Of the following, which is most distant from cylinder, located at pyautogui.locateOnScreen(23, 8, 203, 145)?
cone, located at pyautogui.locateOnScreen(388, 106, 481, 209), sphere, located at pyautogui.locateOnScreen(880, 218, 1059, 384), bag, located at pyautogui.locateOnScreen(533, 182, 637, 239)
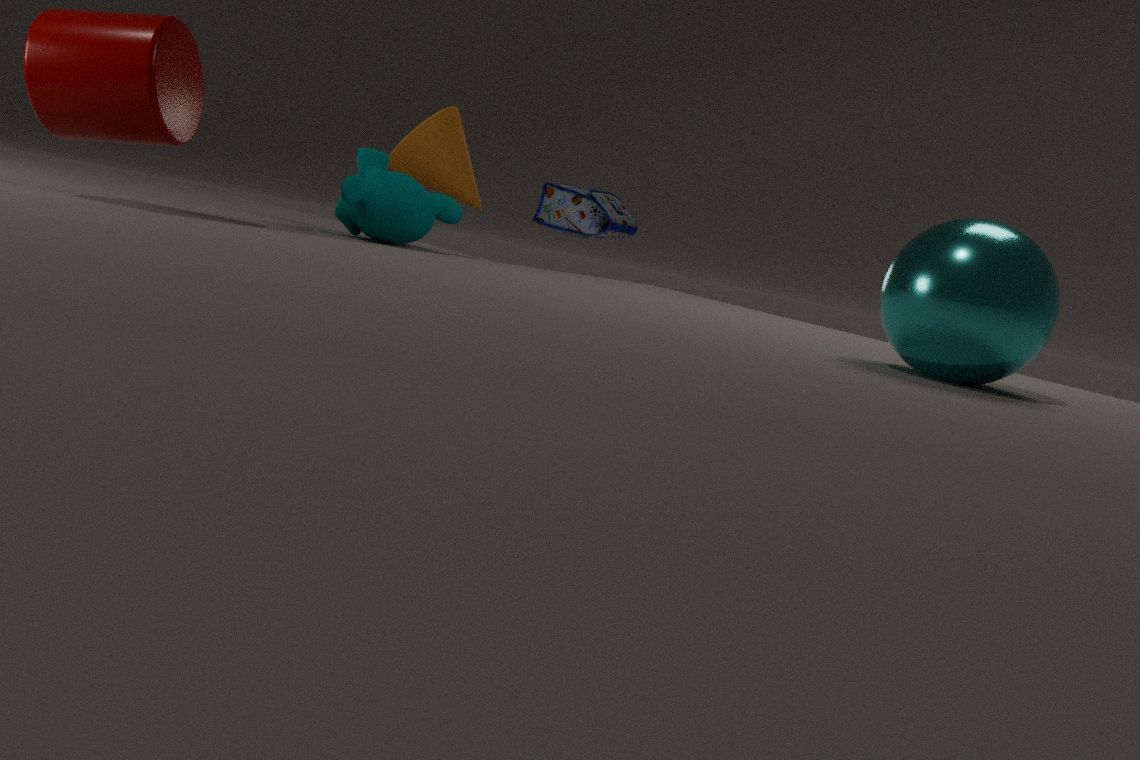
bag, located at pyautogui.locateOnScreen(533, 182, 637, 239)
